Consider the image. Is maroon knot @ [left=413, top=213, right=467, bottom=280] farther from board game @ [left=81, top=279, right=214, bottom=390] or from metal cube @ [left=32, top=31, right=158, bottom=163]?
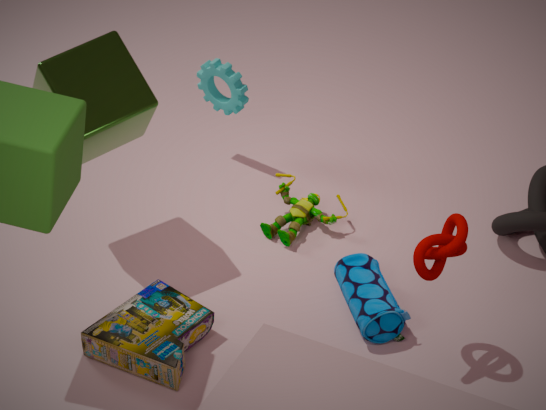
metal cube @ [left=32, top=31, right=158, bottom=163]
